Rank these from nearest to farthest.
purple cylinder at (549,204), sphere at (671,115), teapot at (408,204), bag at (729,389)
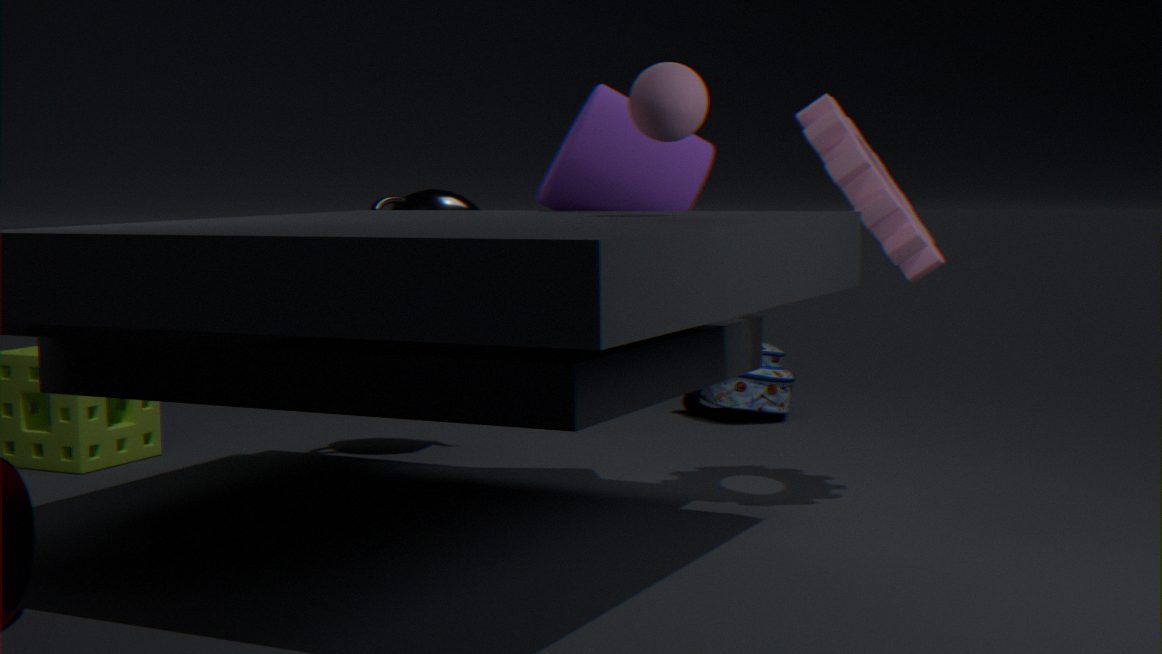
sphere at (671,115) → purple cylinder at (549,204) → teapot at (408,204) → bag at (729,389)
